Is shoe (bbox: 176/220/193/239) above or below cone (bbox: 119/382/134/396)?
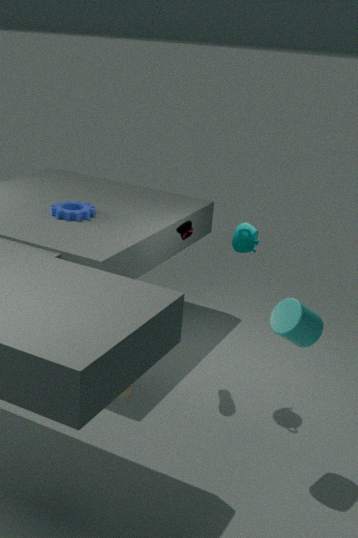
above
